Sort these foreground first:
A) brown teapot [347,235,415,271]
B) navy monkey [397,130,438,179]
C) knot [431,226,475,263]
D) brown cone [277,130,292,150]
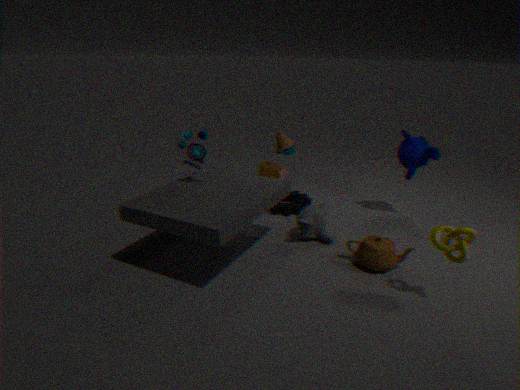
1. knot [431,226,475,263]
2. brown teapot [347,235,415,271]
3. navy monkey [397,130,438,179]
4. brown cone [277,130,292,150]
